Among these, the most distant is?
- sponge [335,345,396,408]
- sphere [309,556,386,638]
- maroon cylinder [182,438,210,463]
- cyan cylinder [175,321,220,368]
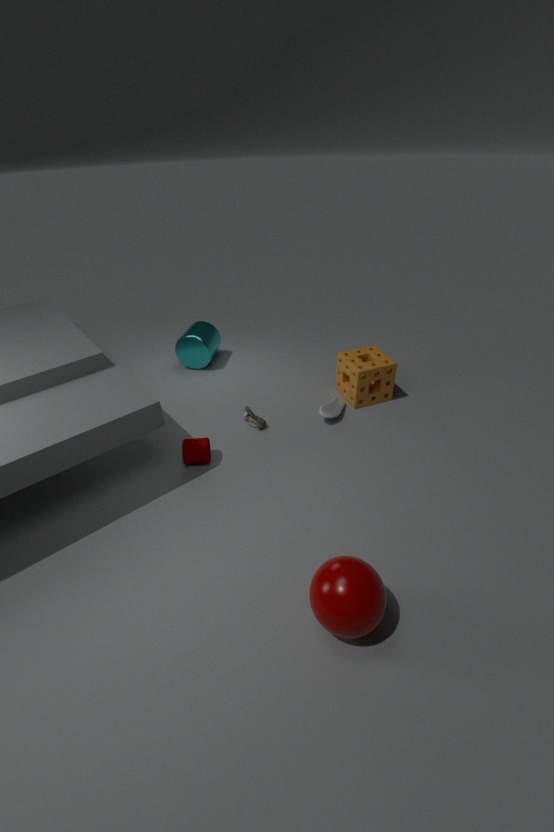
cyan cylinder [175,321,220,368]
